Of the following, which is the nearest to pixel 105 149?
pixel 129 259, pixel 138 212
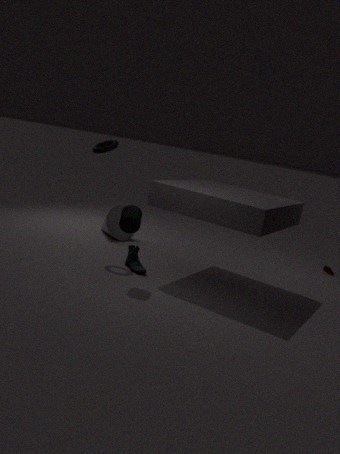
pixel 138 212
